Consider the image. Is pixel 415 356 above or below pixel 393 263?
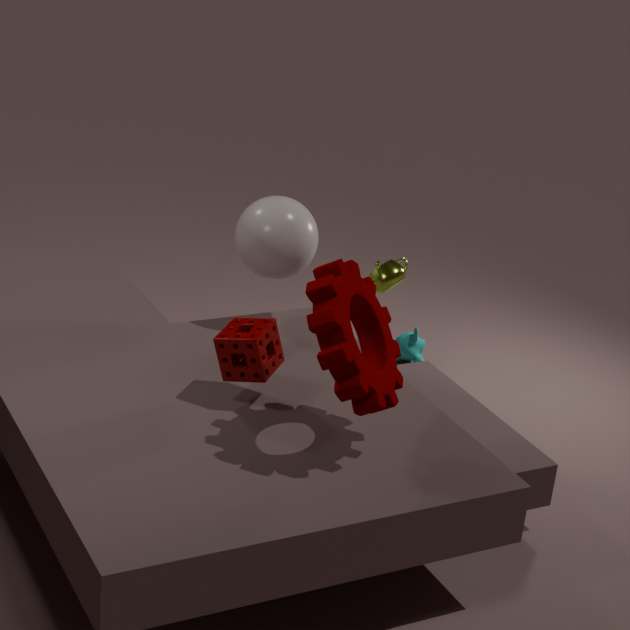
below
